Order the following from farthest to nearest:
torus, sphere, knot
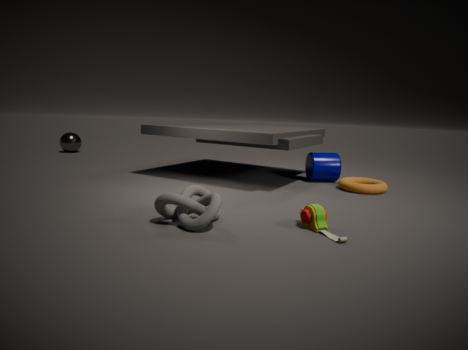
sphere
torus
knot
